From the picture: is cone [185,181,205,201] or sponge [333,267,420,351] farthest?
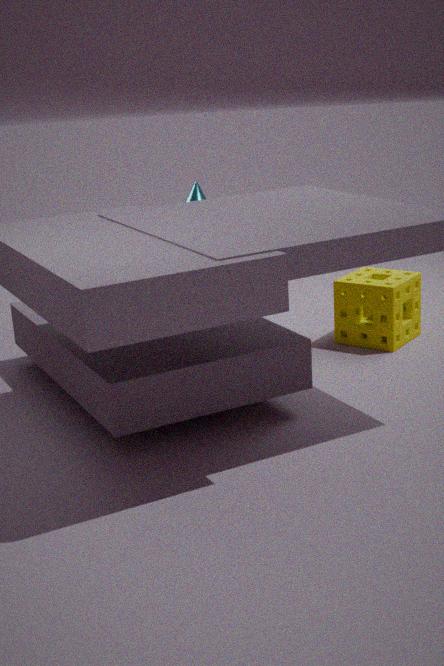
cone [185,181,205,201]
